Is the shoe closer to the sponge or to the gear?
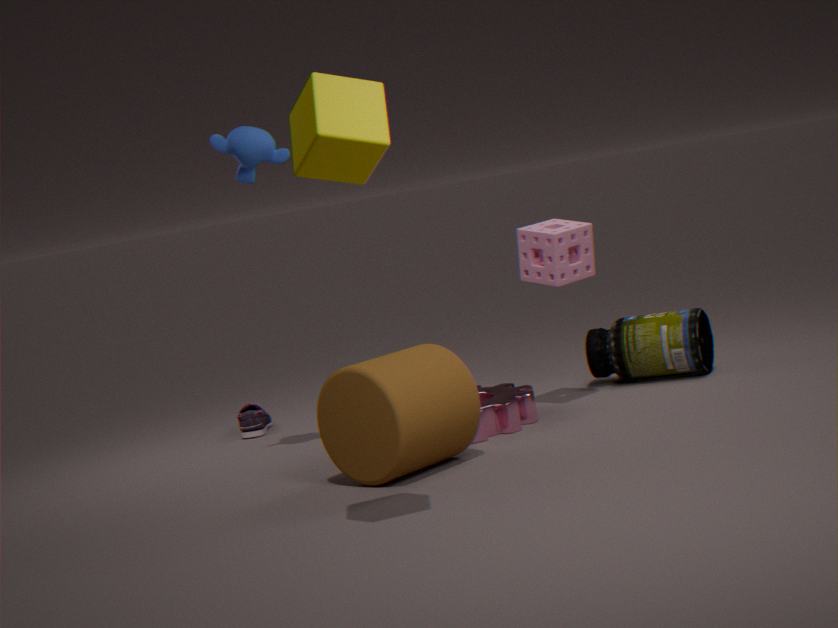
the gear
